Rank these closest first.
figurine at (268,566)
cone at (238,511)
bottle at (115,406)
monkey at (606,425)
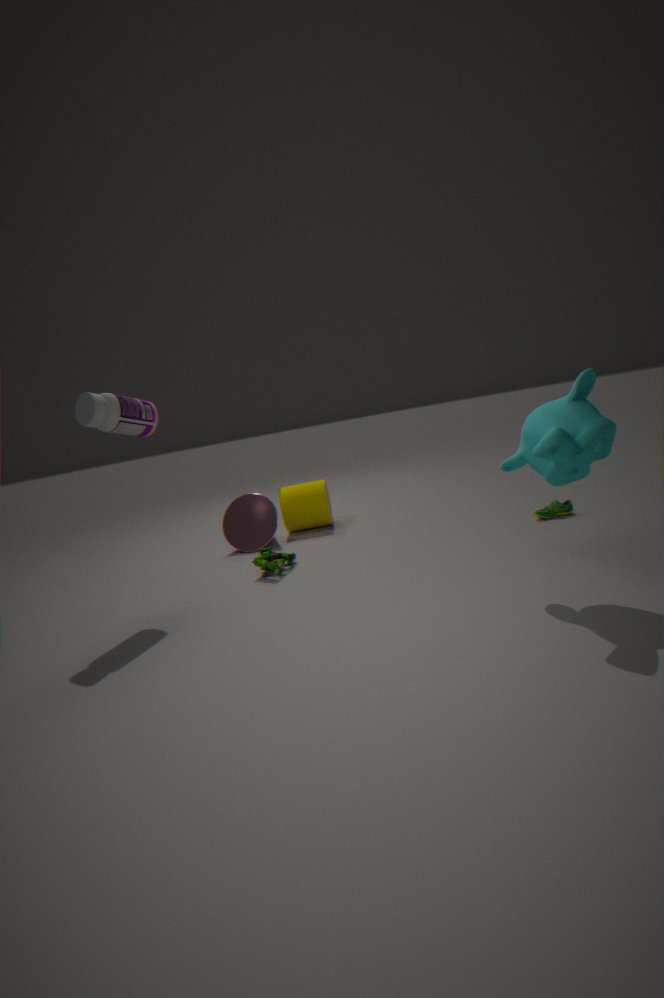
monkey at (606,425) < bottle at (115,406) < figurine at (268,566) < cone at (238,511)
